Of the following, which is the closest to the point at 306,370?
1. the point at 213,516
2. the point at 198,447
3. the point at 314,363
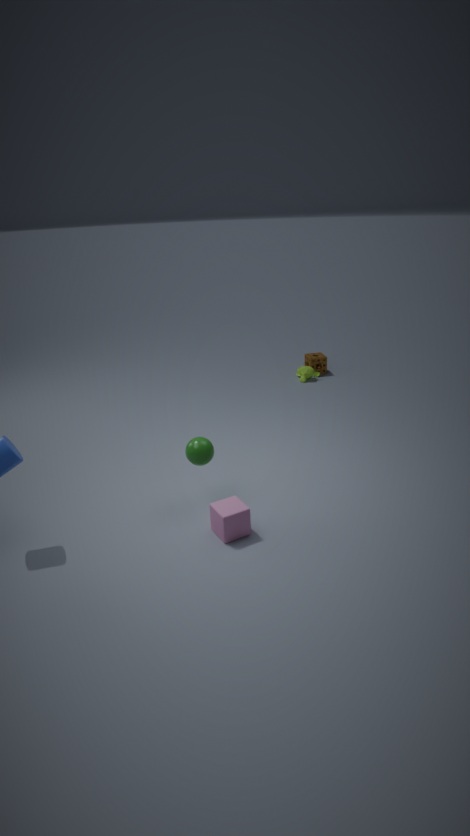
the point at 314,363
